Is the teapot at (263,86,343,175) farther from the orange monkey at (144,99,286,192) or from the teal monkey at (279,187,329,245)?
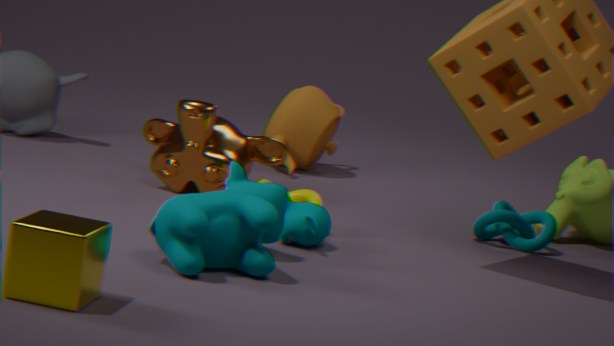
the teal monkey at (279,187,329,245)
